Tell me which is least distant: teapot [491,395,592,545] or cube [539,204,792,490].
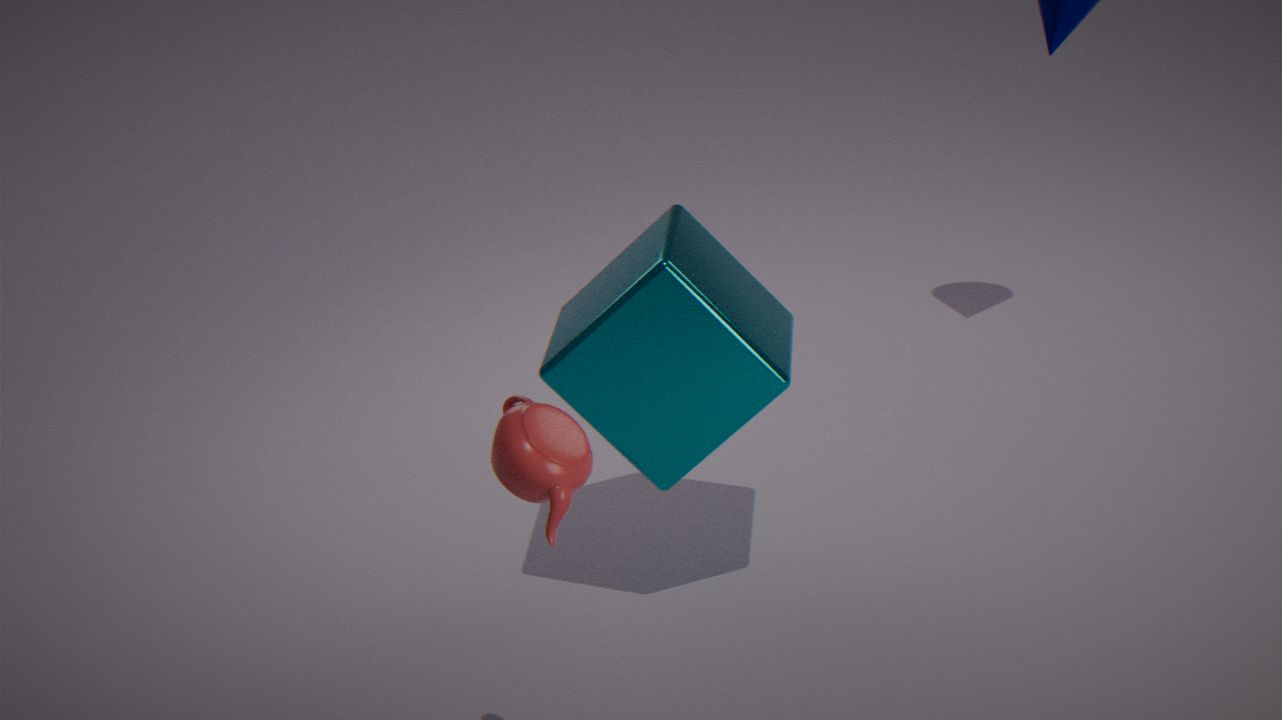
teapot [491,395,592,545]
